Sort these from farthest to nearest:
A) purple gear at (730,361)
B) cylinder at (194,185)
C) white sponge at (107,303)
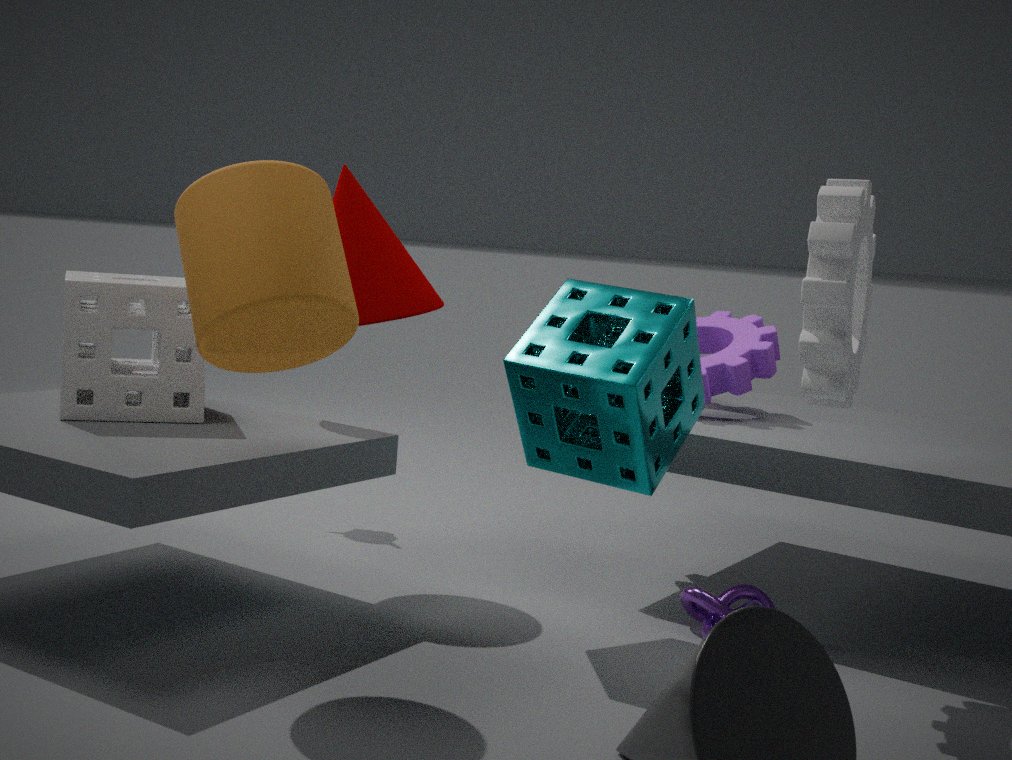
purple gear at (730,361) < white sponge at (107,303) < cylinder at (194,185)
